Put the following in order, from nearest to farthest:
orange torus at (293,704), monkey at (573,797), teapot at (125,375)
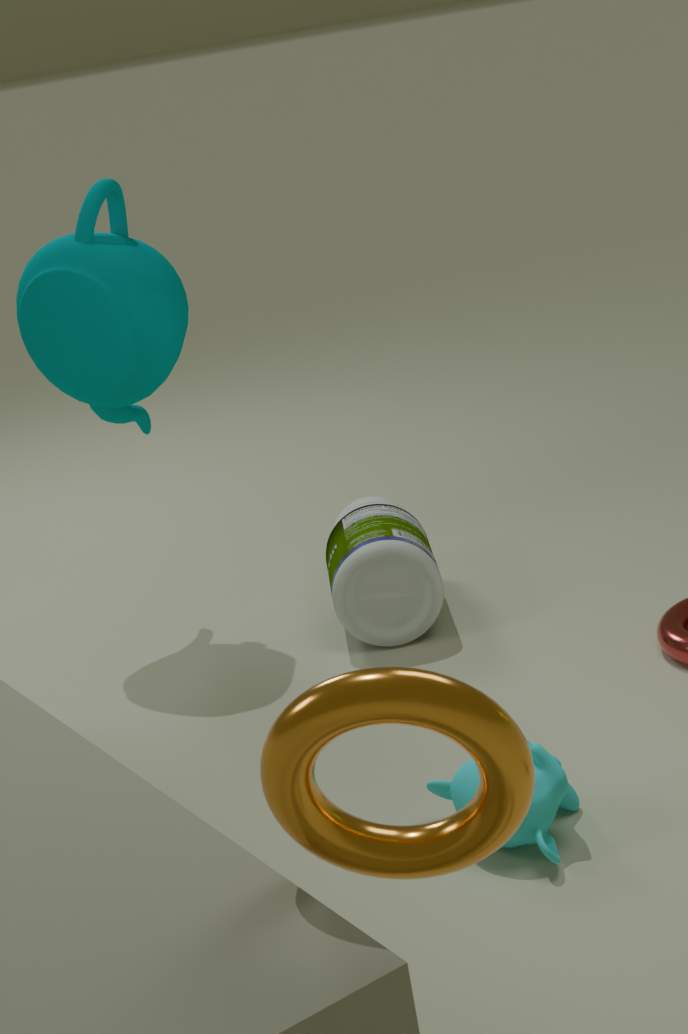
1. orange torus at (293,704)
2. monkey at (573,797)
3. teapot at (125,375)
